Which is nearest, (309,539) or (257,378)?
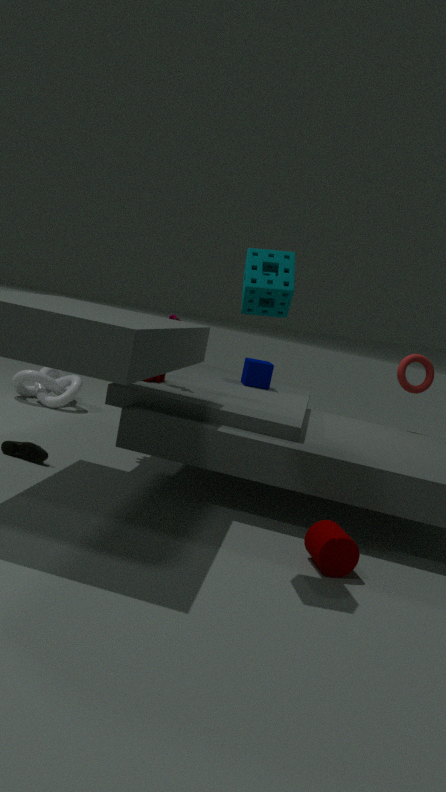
(309,539)
